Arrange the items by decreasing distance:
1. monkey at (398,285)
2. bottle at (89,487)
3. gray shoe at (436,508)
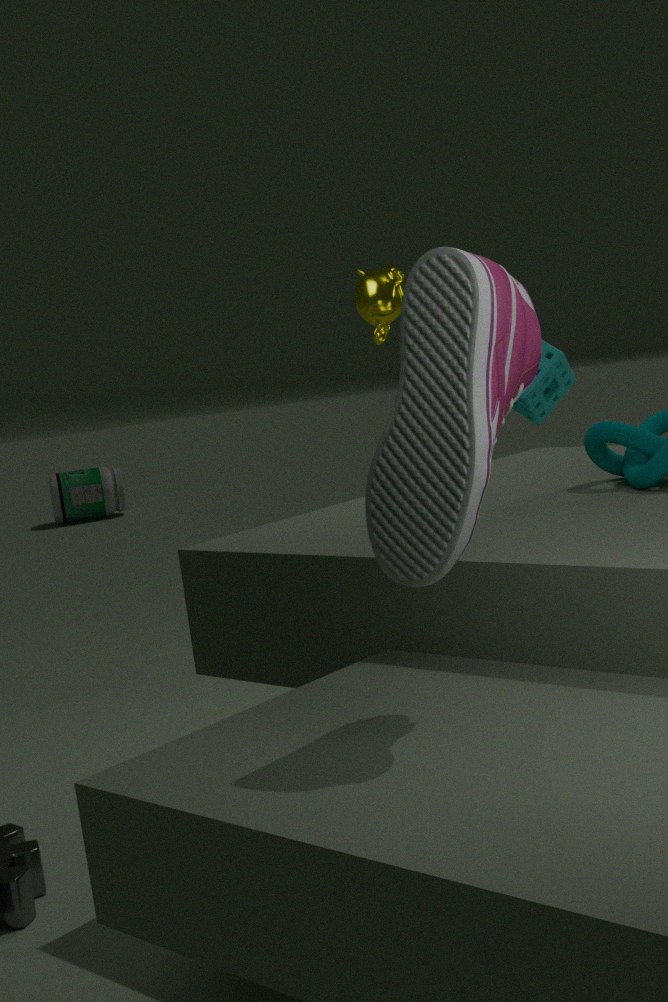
1. bottle at (89,487)
2. monkey at (398,285)
3. gray shoe at (436,508)
